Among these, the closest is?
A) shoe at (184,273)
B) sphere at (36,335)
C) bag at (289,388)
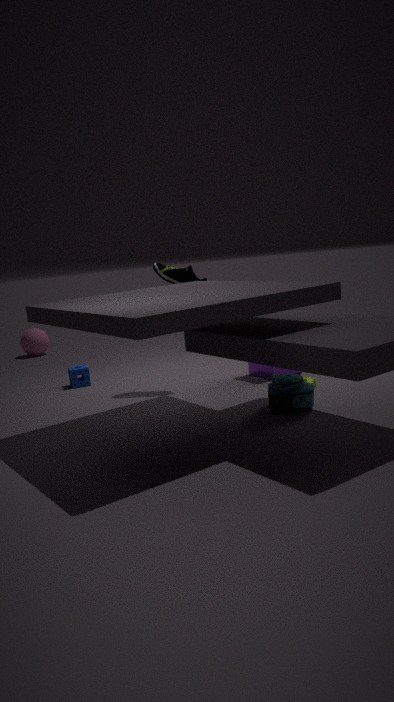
bag at (289,388)
